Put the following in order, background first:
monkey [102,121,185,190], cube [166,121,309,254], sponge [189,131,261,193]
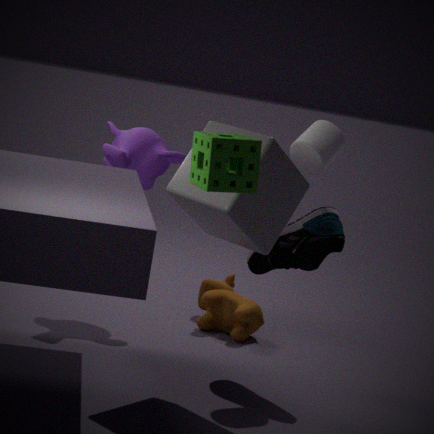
monkey [102,121,185,190]
cube [166,121,309,254]
sponge [189,131,261,193]
